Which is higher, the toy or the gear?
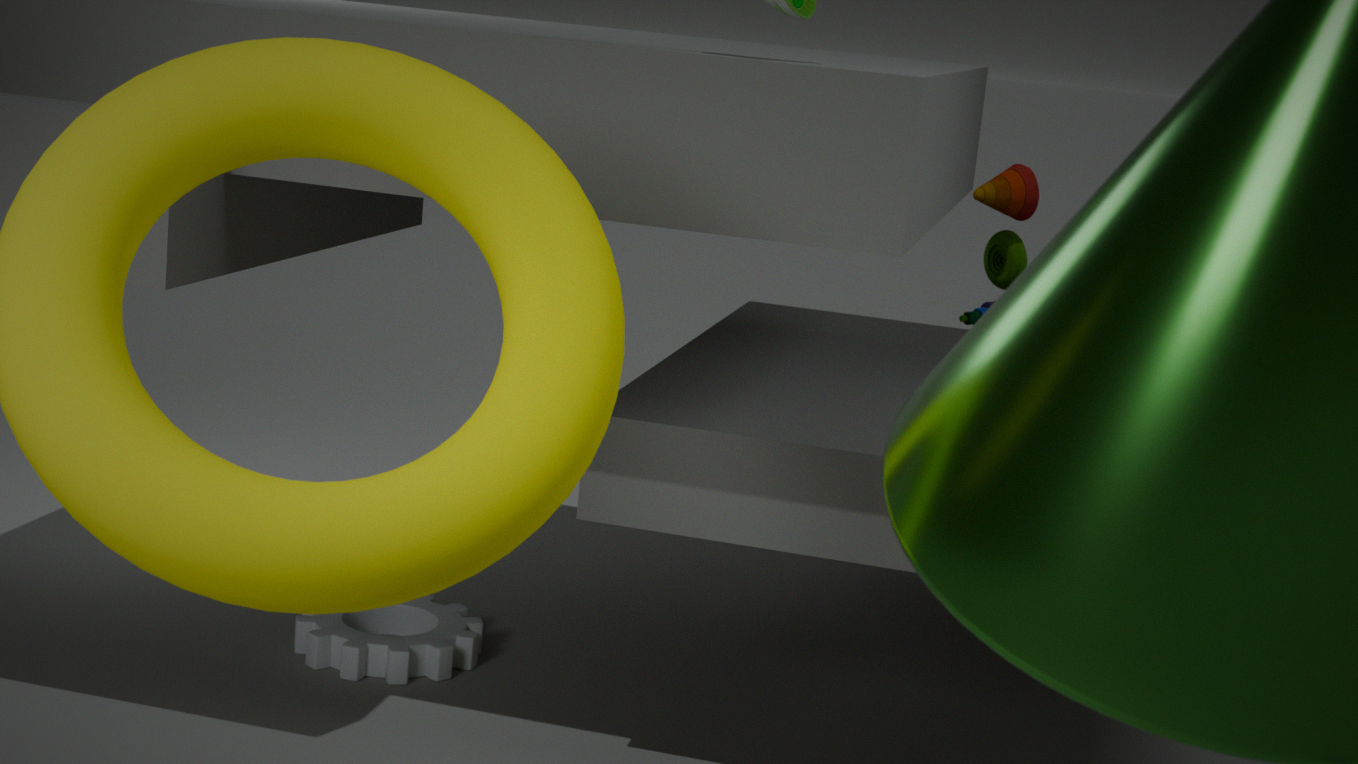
the toy
